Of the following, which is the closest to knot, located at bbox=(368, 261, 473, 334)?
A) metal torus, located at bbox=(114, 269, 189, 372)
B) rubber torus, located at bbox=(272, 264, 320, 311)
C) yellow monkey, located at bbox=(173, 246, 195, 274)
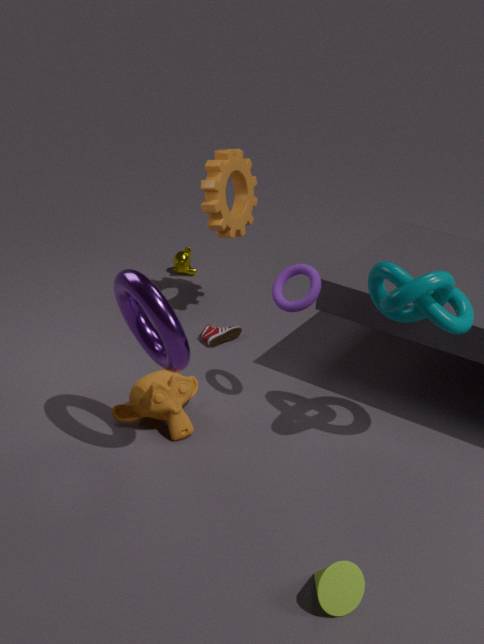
rubber torus, located at bbox=(272, 264, 320, 311)
